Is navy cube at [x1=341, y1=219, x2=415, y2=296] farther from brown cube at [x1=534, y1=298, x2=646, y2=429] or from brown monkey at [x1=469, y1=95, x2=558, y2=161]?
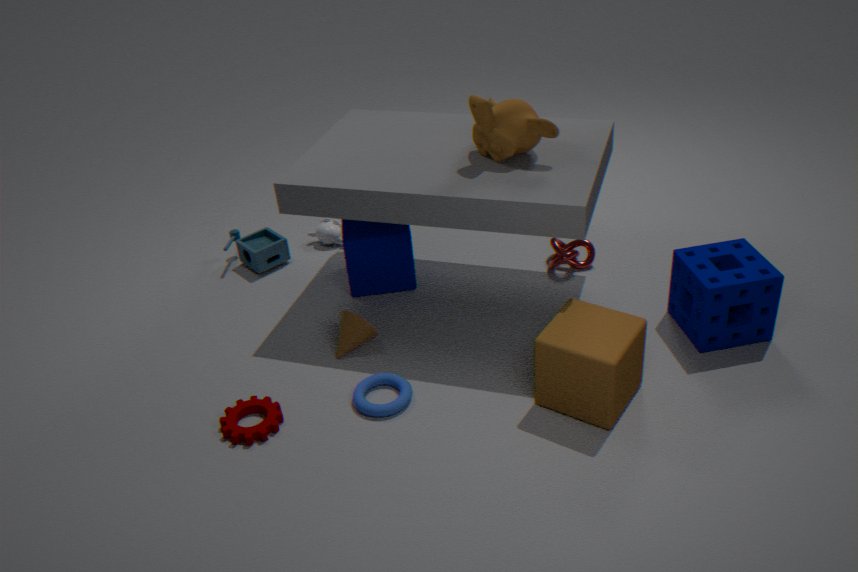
brown cube at [x1=534, y1=298, x2=646, y2=429]
